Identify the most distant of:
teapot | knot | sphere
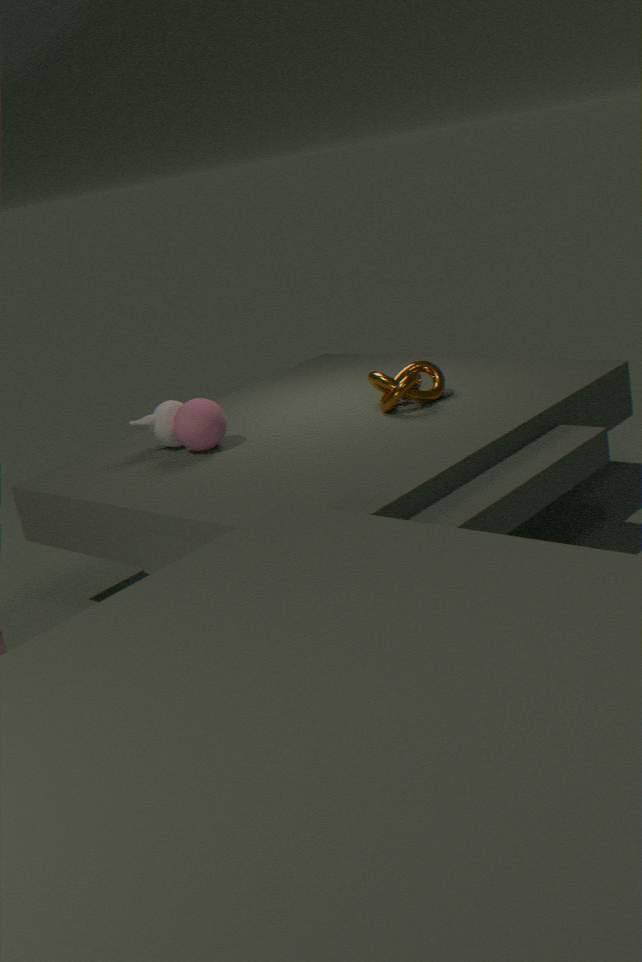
teapot
